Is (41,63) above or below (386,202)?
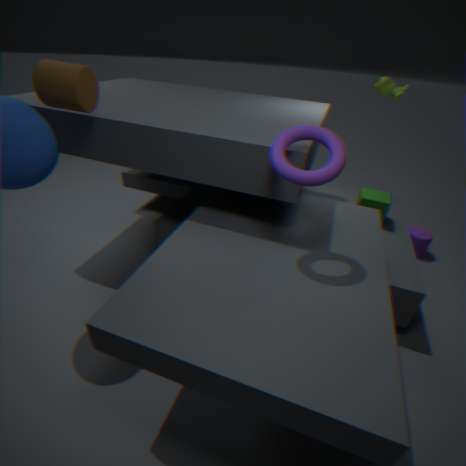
above
